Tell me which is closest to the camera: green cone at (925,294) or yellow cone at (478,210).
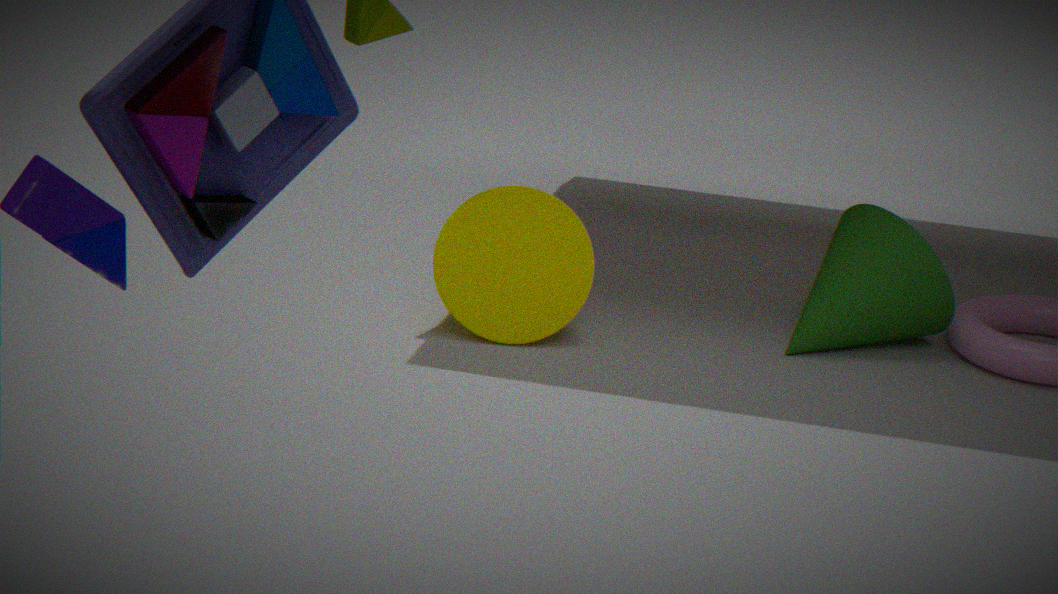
yellow cone at (478,210)
